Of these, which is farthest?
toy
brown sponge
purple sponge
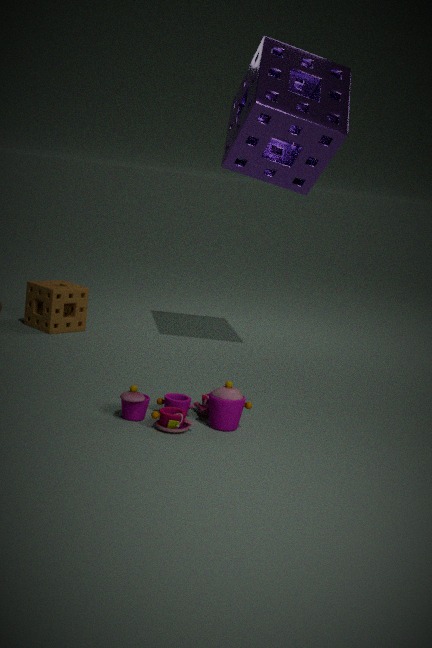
brown sponge
